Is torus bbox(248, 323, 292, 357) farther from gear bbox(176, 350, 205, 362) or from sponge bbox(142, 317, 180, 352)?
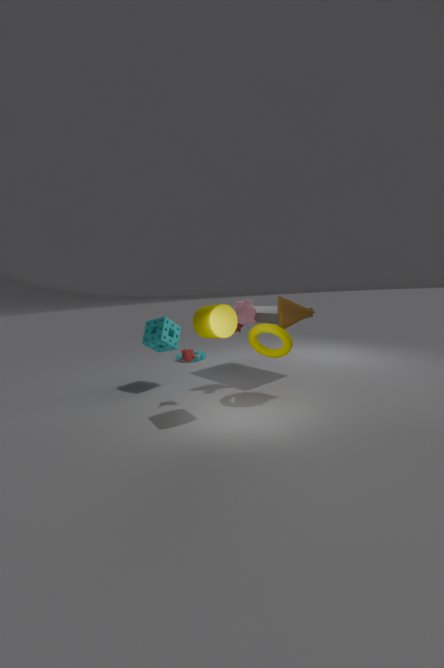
gear bbox(176, 350, 205, 362)
